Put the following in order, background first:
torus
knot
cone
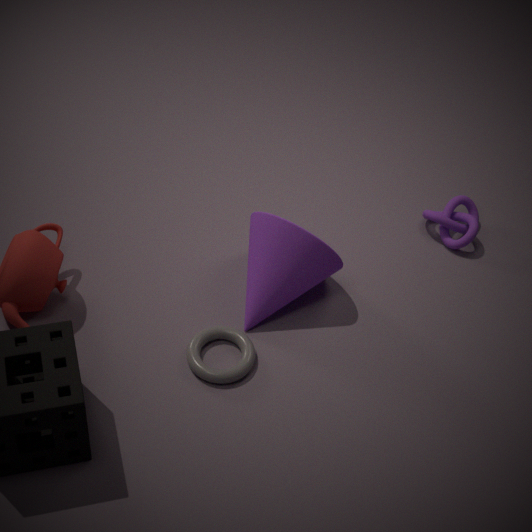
knot
cone
torus
